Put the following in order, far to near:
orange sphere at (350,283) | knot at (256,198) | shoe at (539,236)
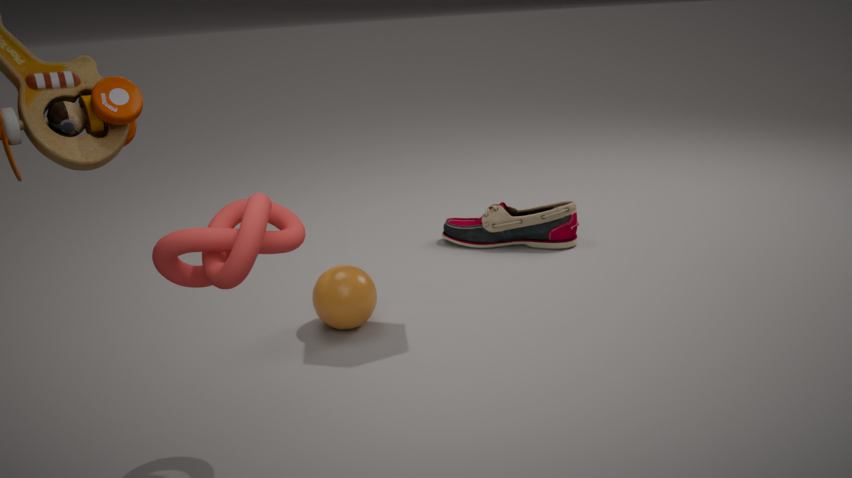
shoe at (539,236)
orange sphere at (350,283)
knot at (256,198)
